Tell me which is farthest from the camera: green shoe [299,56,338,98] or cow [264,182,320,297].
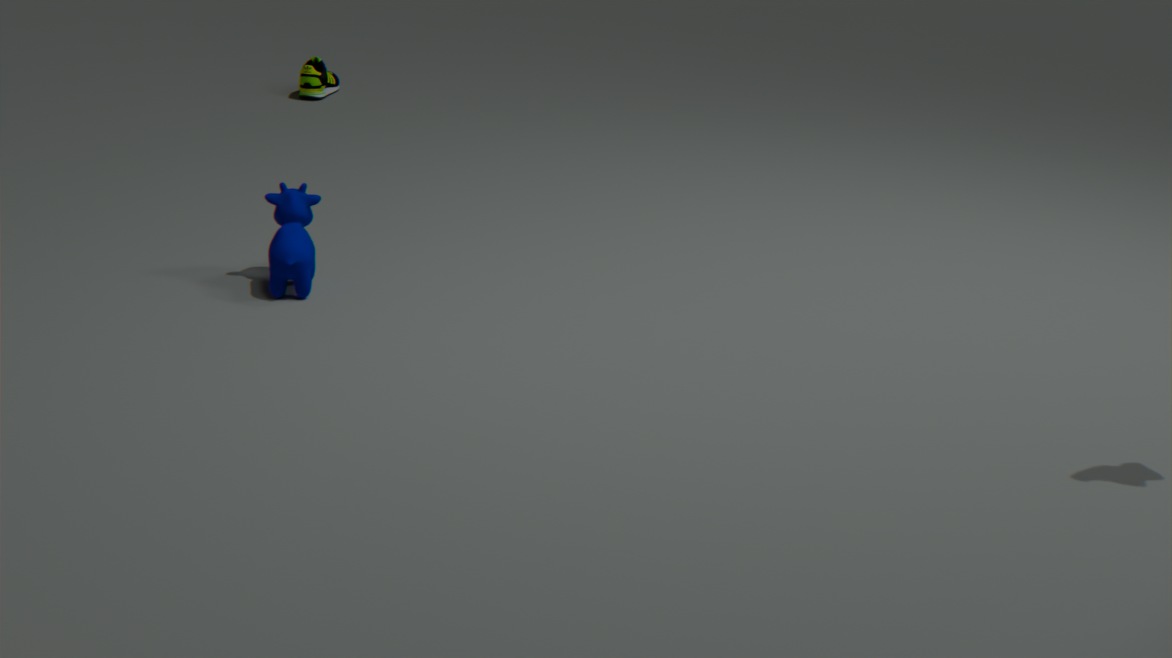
green shoe [299,56,338,98]
